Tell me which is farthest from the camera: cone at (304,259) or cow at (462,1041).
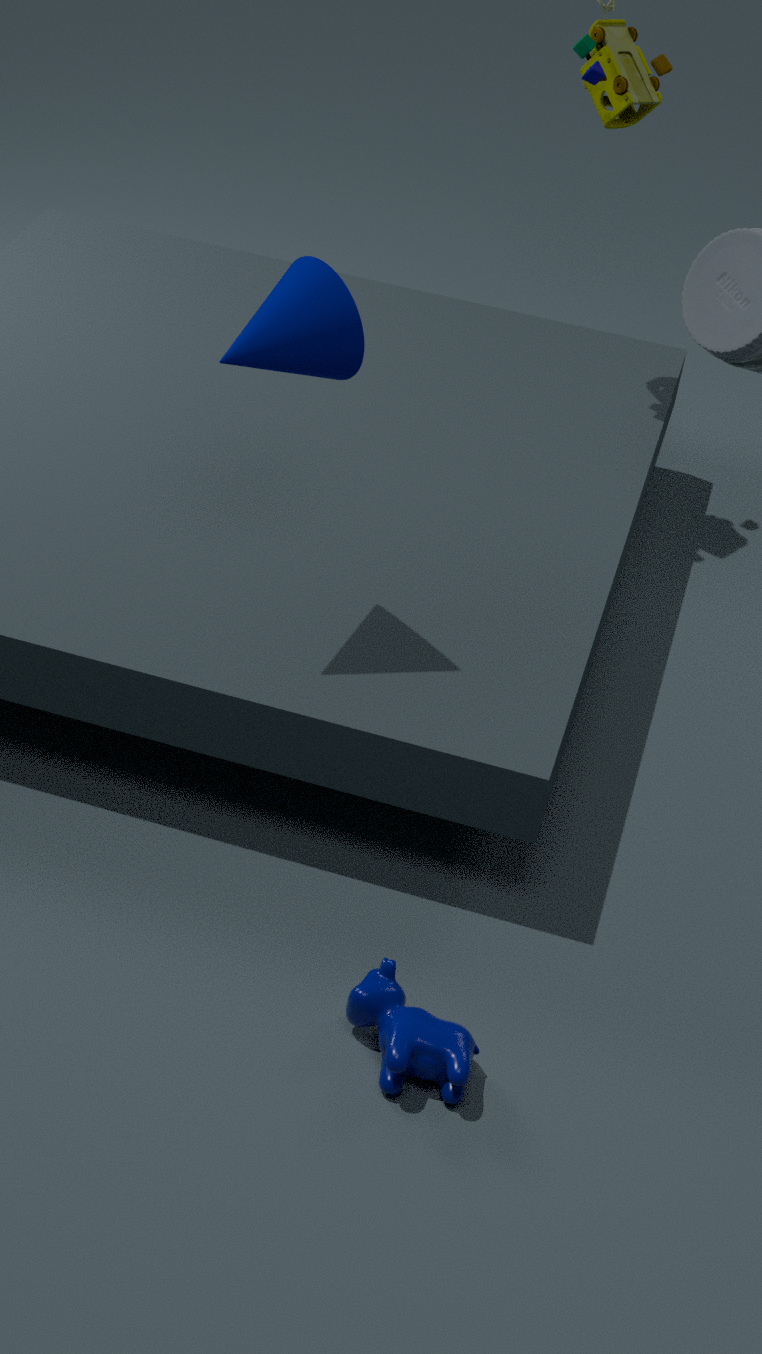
cone at (304,259)
